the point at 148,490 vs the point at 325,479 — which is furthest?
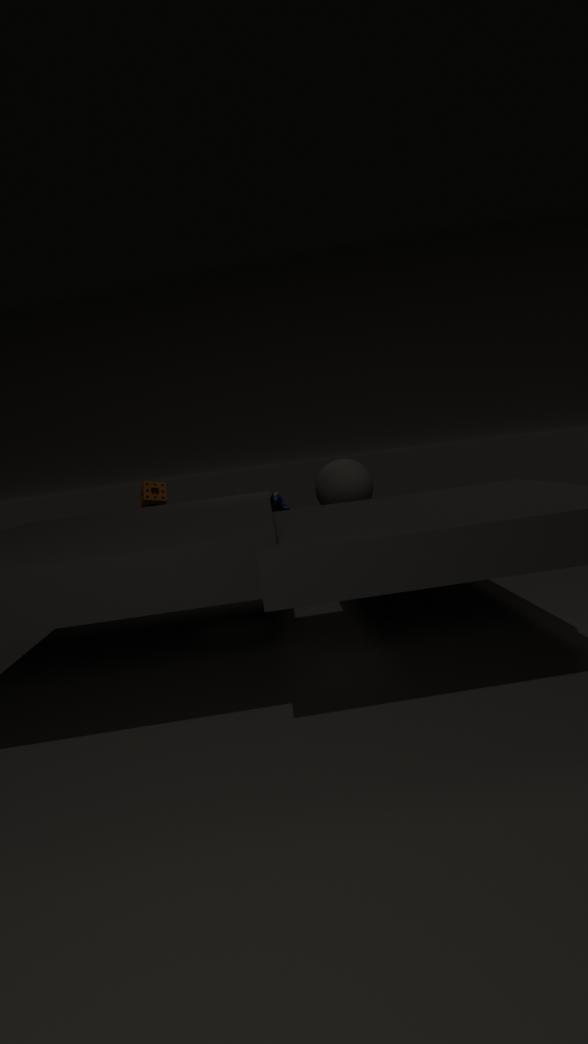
the point at 148,490
